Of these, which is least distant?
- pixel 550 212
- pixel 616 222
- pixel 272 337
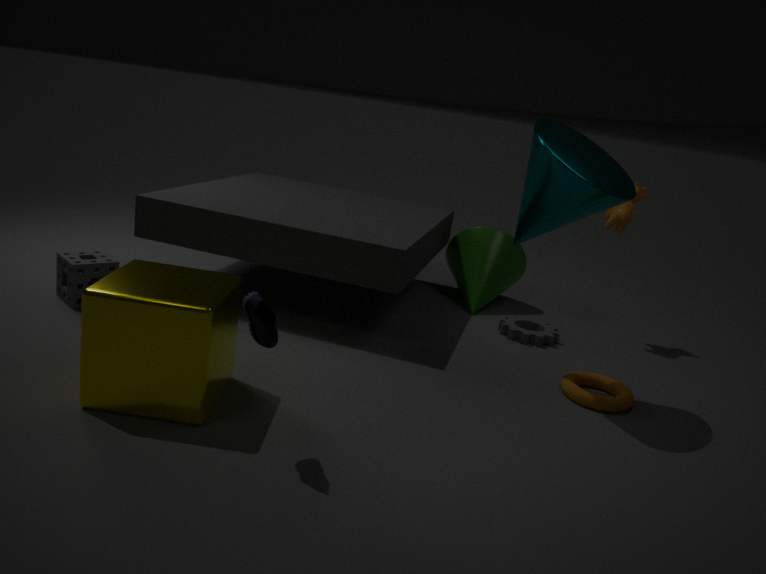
pixel 272 337
